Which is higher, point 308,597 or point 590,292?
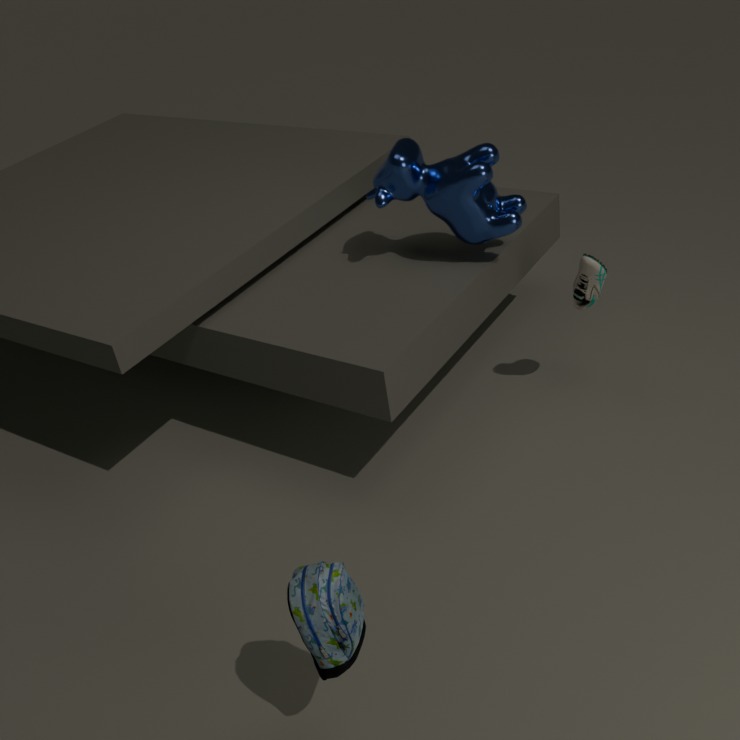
point 590,292
